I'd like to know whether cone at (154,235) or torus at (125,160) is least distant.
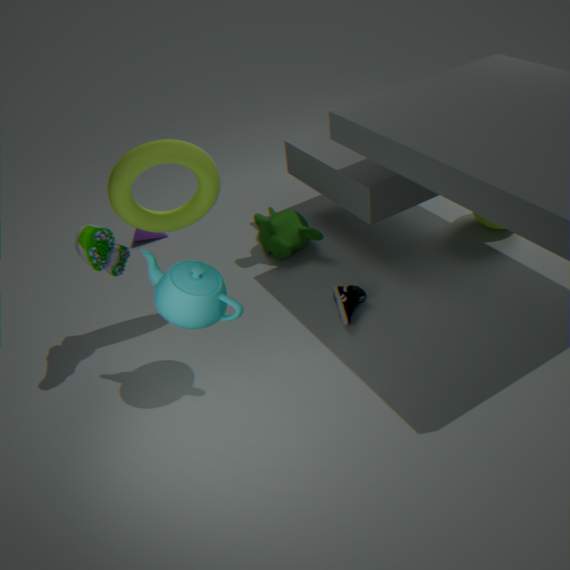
torus at (125,160)
